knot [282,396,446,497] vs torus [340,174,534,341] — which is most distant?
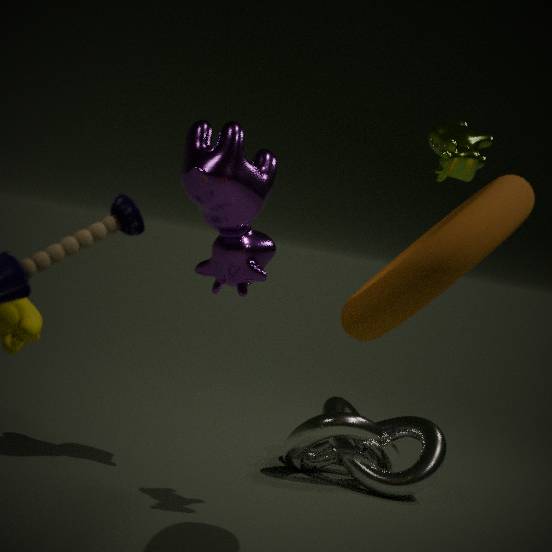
knot [282,396,446,497]
